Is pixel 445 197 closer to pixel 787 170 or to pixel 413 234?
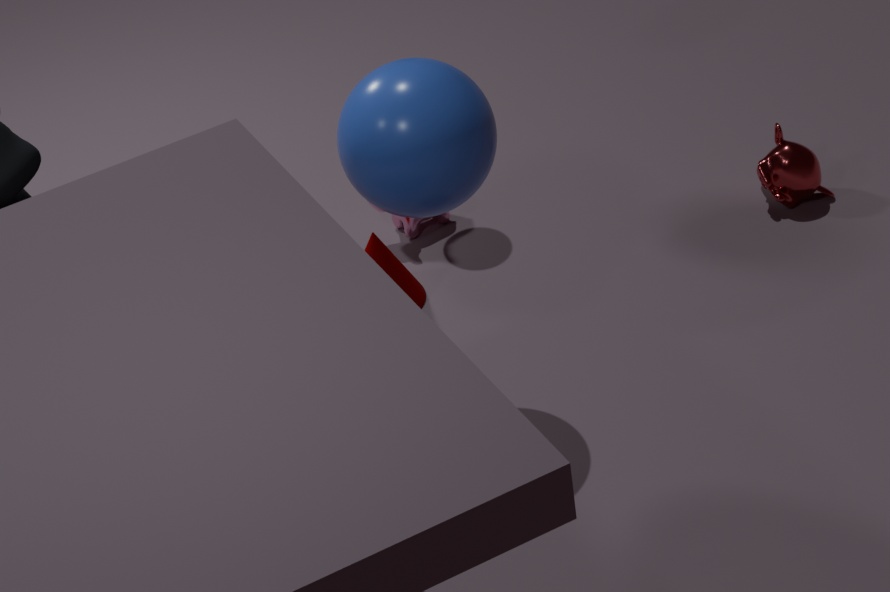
pixel 413 234
